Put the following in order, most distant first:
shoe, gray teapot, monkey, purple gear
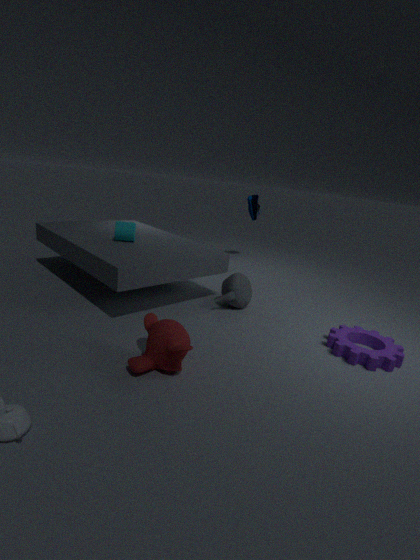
shoe
gray teapot
purple gear
monkey
